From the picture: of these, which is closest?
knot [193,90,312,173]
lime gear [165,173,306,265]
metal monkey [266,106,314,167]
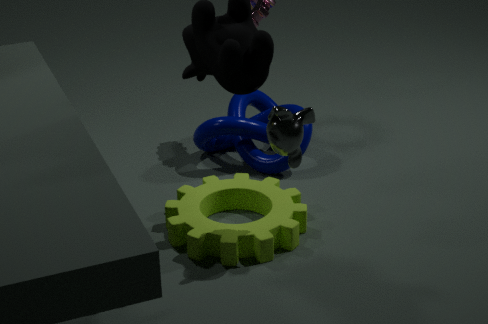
metal monkey [266,106,314,167]
